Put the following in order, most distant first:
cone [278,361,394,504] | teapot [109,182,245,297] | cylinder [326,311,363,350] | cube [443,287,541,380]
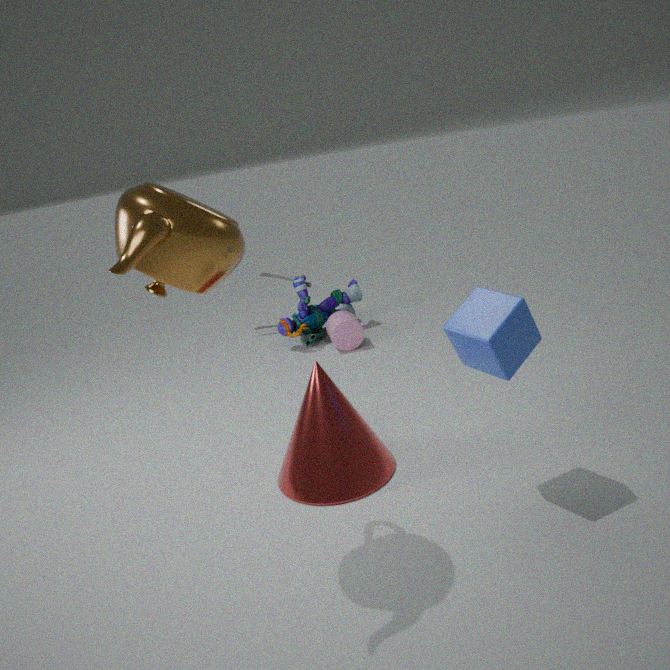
1. cylinder [326,311,363,350]
2. cone [278,361,394,504]
3. cube [443,287,541,380]
4. teapot [109,182,245,297]
